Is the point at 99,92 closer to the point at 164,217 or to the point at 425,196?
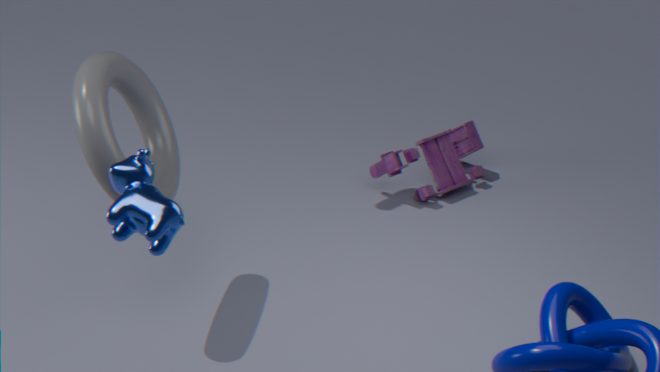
the point at 164,217
